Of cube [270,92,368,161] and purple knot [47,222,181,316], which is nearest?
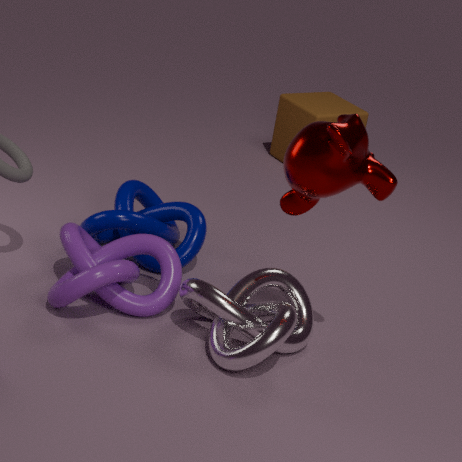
purple knot [47,222,181,316]
